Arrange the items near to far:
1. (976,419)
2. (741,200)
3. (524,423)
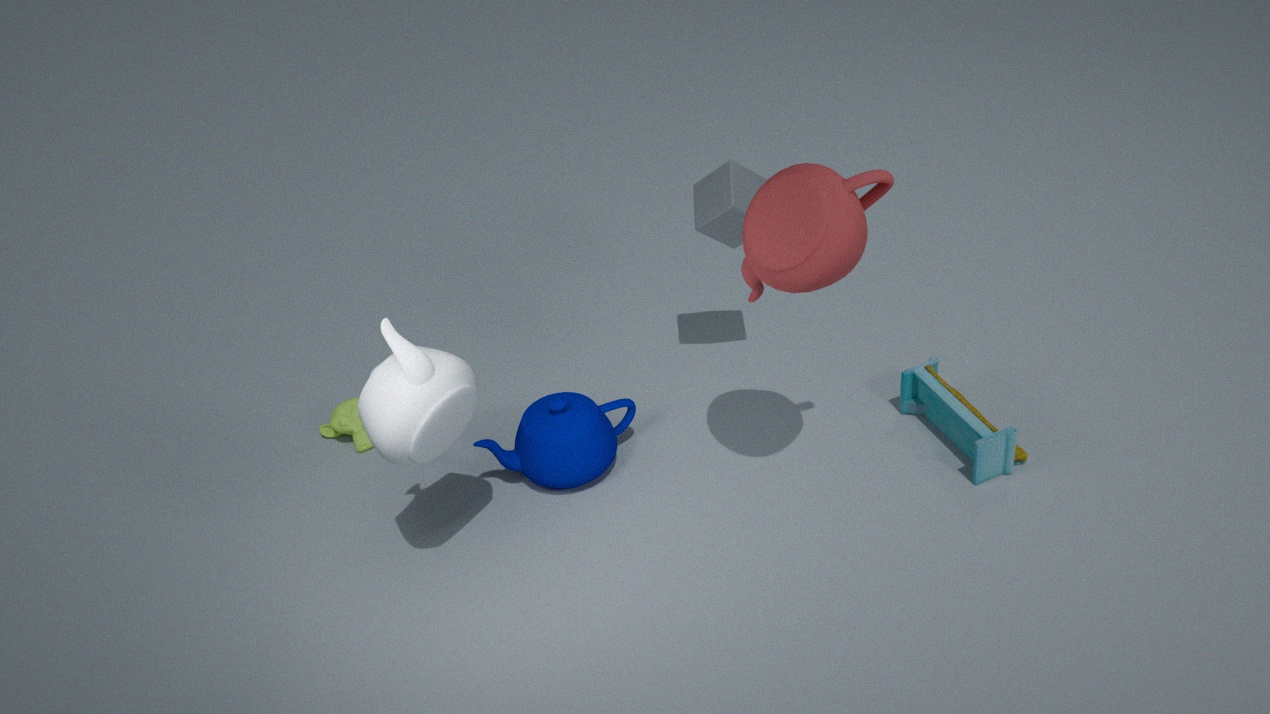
(976,419), (741,200), (524,423)
